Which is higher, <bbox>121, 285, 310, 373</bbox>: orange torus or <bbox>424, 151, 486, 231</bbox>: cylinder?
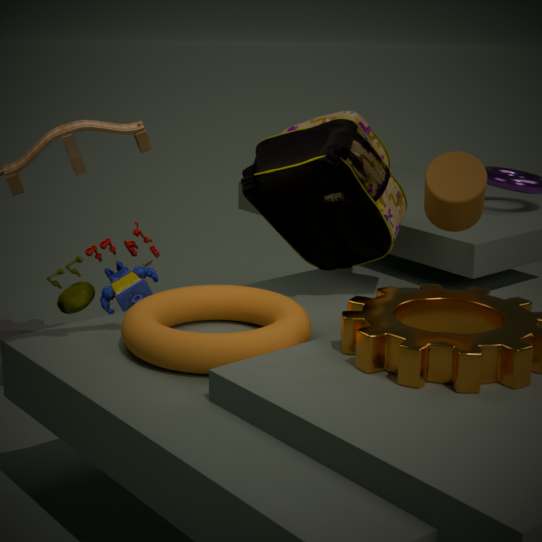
<bbox>424, 151, 486, 231</bbox>: cylinder
